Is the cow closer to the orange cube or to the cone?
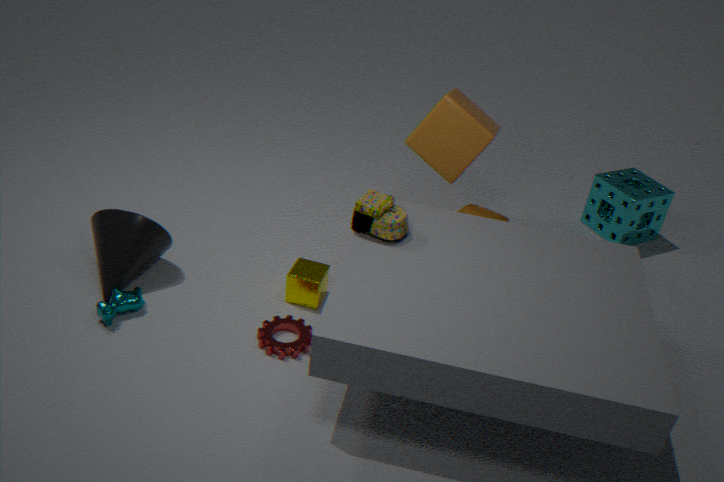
the cone
